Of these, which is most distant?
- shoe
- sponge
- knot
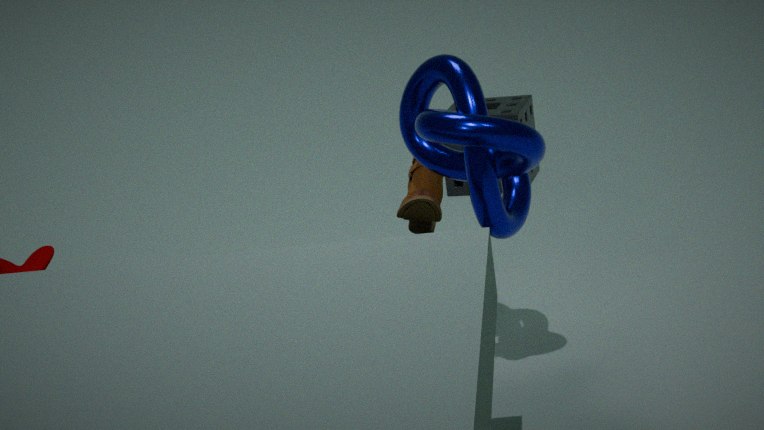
sponge
